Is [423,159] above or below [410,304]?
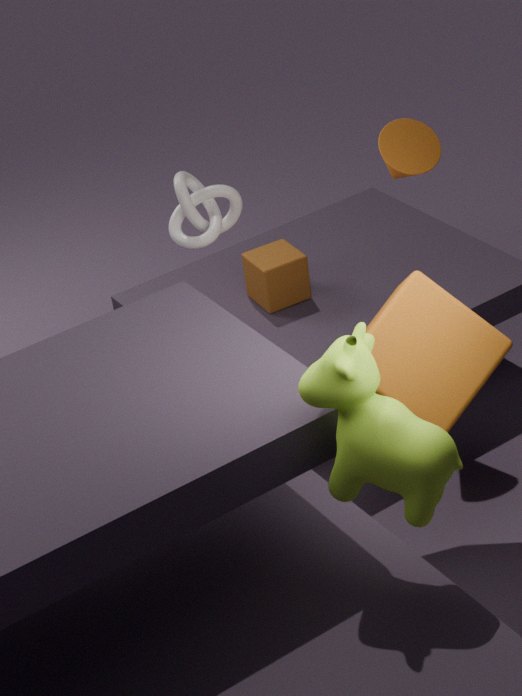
above
